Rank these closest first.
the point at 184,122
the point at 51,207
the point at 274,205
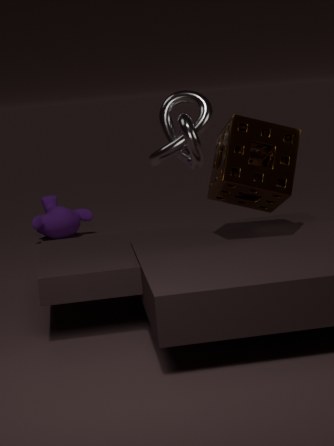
the point at 274,205 → the point at 184,122 → the point at 51,207
